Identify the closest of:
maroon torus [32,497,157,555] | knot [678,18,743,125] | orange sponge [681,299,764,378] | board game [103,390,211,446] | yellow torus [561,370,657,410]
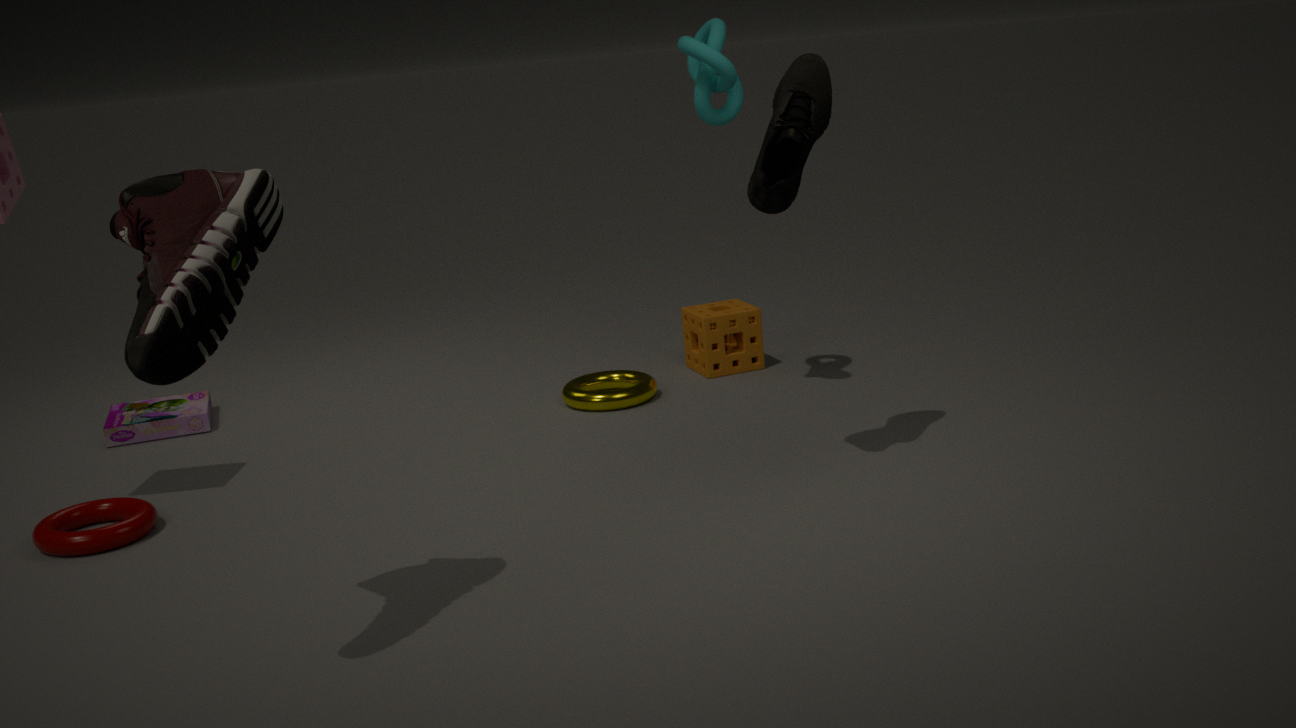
maroon torus [32,497,157,555]
